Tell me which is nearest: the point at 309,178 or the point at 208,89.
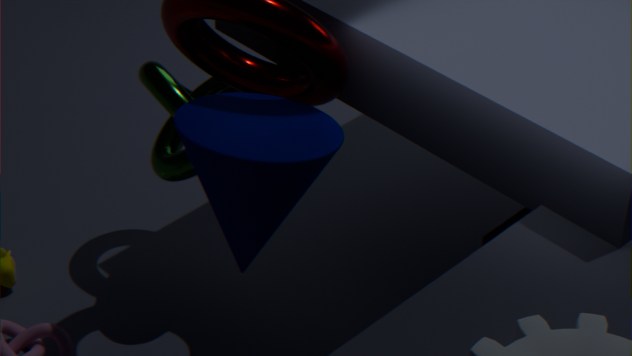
the point at 309,178
